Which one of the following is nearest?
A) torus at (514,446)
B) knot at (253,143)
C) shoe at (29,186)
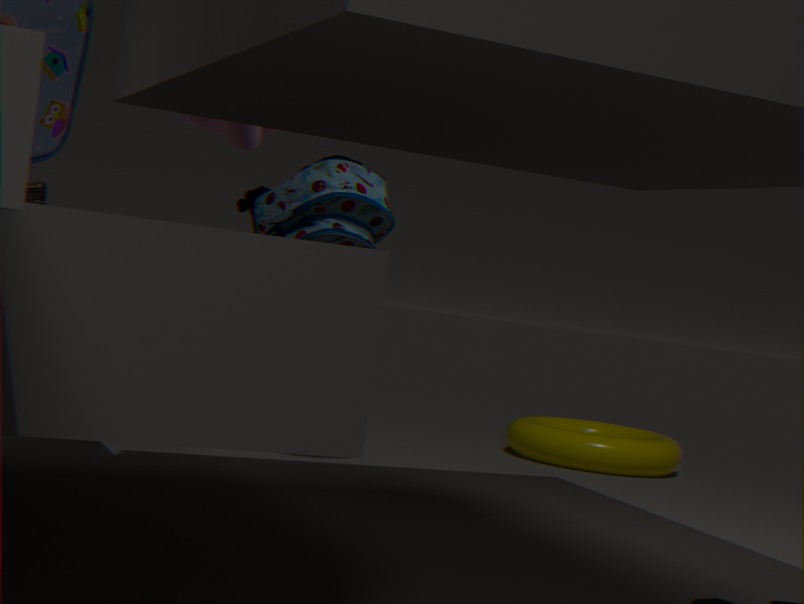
shoe at (29,186)
